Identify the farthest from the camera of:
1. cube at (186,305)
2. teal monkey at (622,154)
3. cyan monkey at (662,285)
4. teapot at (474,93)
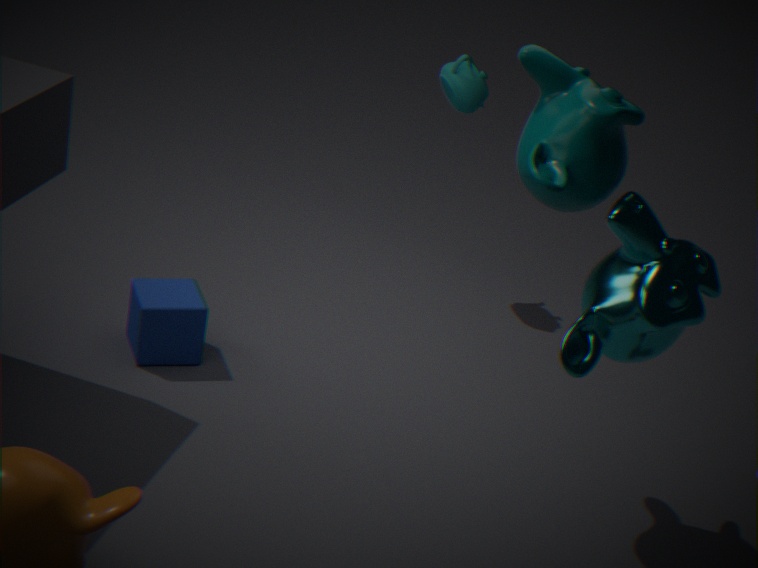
teapot at (474,93)
